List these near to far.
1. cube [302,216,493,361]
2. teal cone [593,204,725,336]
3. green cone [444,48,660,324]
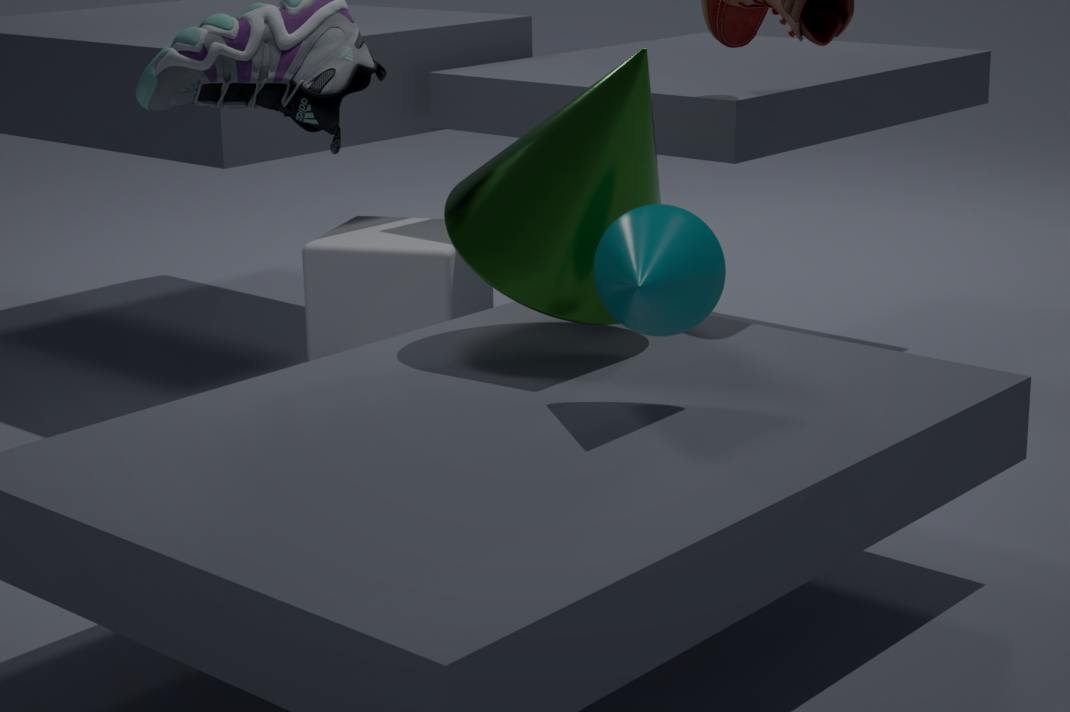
teal cone [593,204,725,336] → green cone [444,48,660,324] → cube [302,216,493,361]
